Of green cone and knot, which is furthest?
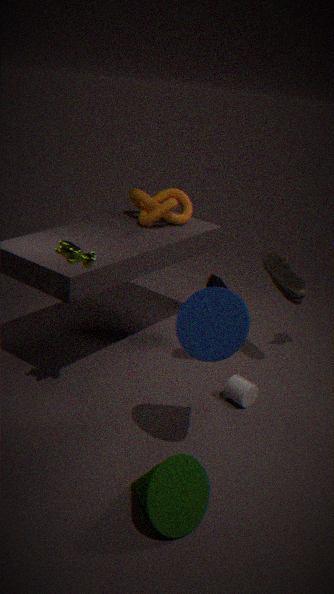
knot
